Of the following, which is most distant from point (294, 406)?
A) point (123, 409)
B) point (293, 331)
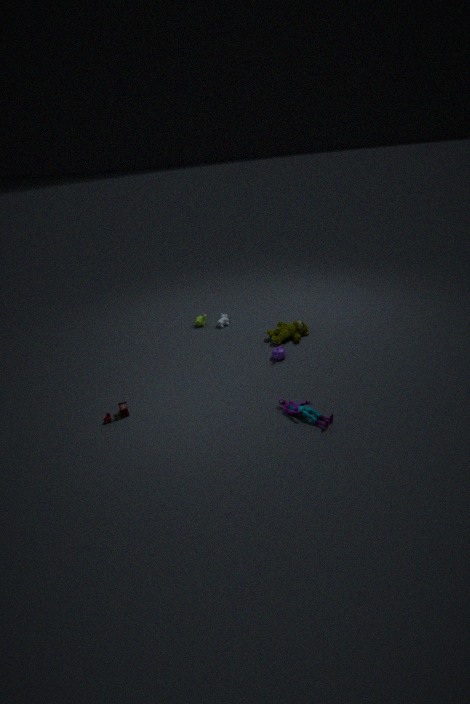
point (123, 409)
